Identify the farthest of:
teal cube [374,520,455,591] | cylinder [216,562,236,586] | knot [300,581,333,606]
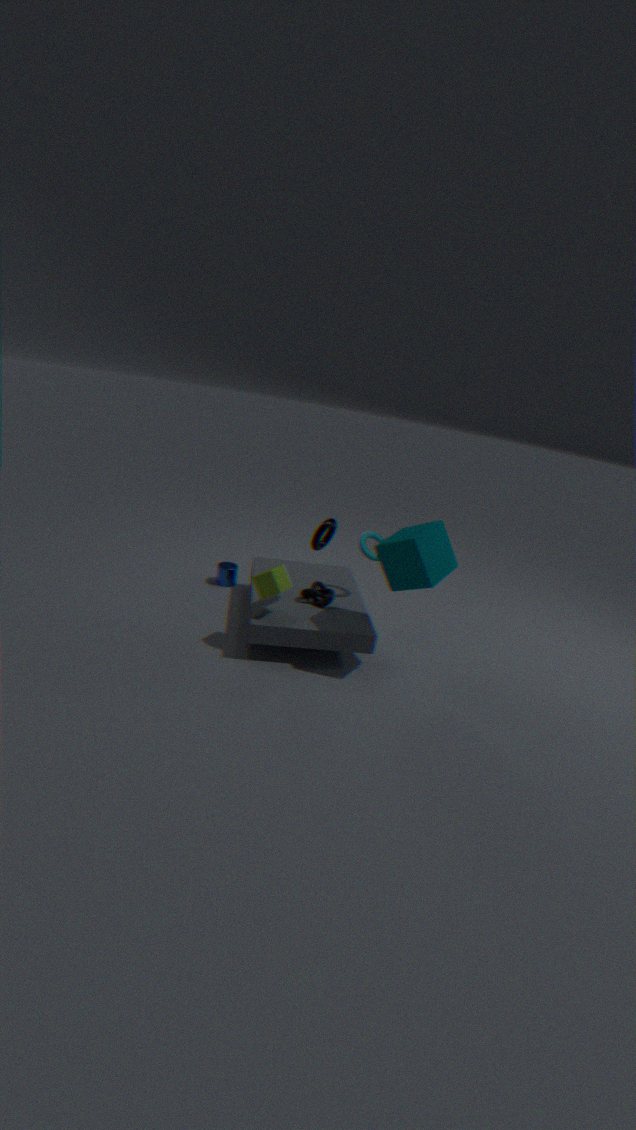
cylinder [216,562,236,586]
